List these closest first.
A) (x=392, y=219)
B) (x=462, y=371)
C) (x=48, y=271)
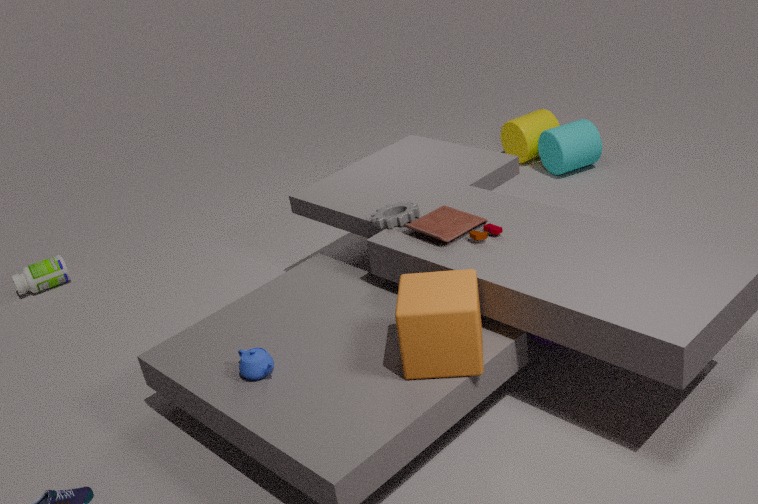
B. (x=462, y=371) < A. (x=392, y=219) < C. (x=48, y=271)
